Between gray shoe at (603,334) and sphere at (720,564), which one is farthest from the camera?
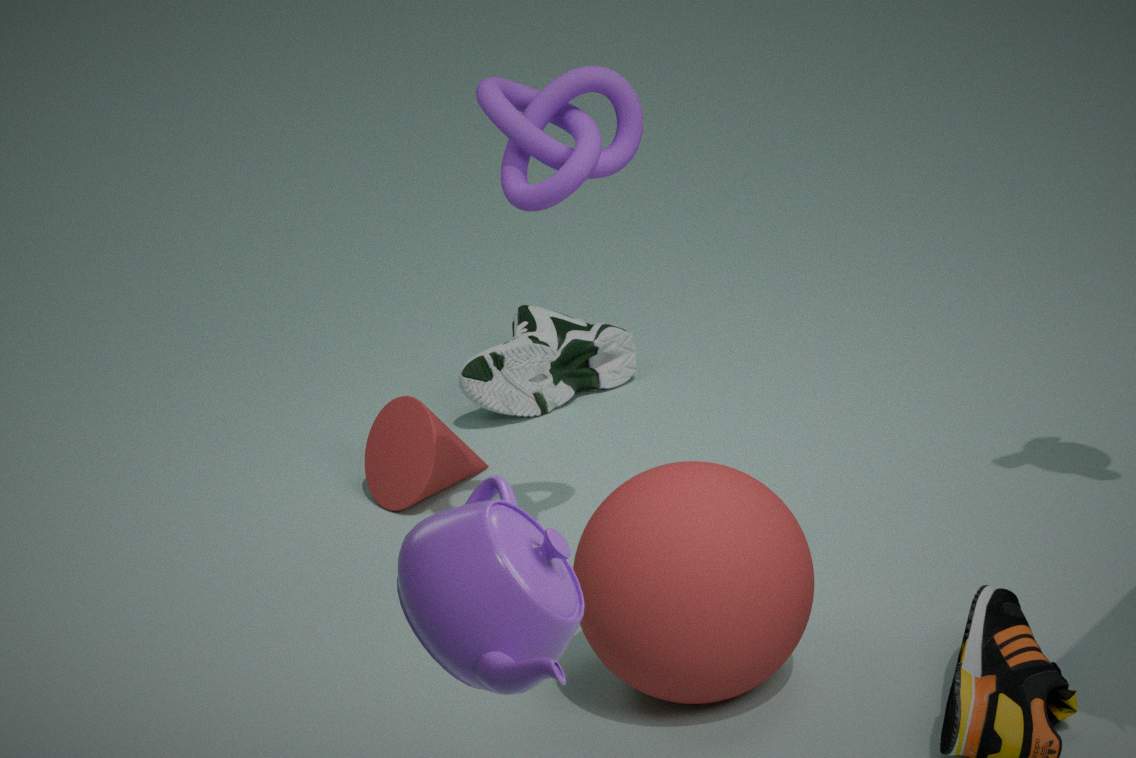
gray shoe at (603,334)
